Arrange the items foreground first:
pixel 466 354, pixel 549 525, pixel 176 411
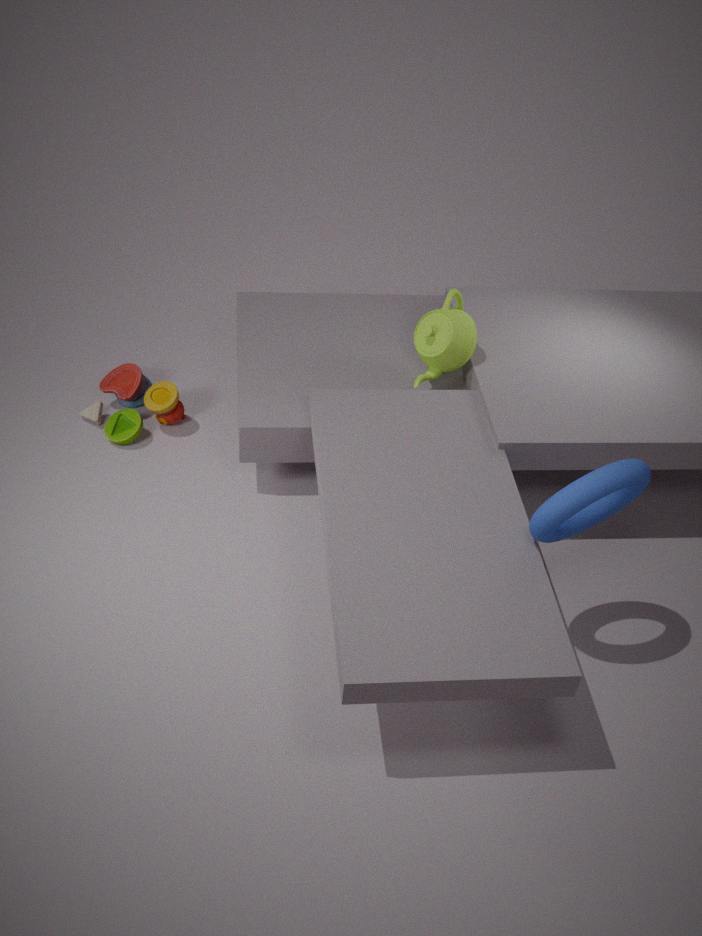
1. pixel 549 525
2. pixel 466 354
3. pixel 176 411
